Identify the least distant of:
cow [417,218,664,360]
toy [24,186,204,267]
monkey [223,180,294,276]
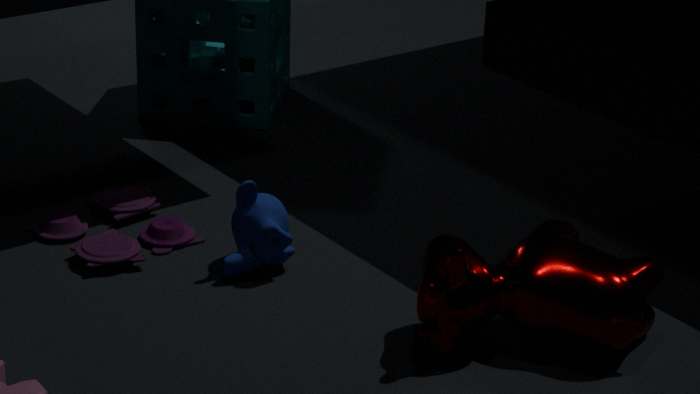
cow [417,218,664,360]
